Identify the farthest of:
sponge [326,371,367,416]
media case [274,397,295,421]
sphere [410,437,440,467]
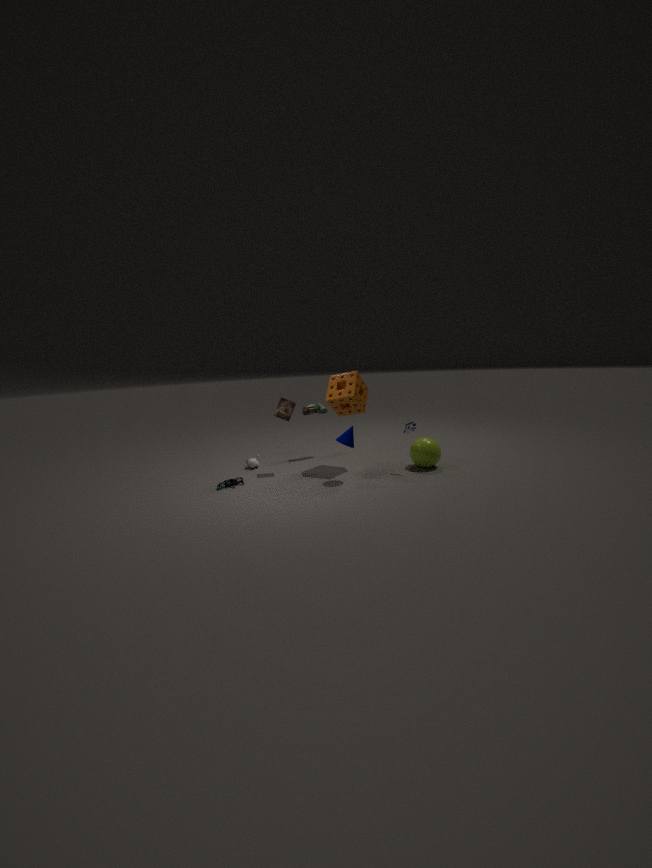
media case [274,397,295,421]
